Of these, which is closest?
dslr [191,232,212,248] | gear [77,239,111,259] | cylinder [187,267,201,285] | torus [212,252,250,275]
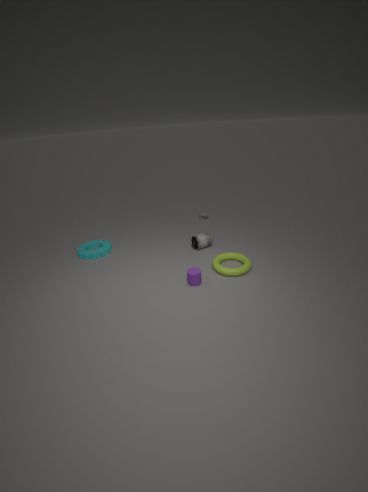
cylinder [187,267,201,285]
